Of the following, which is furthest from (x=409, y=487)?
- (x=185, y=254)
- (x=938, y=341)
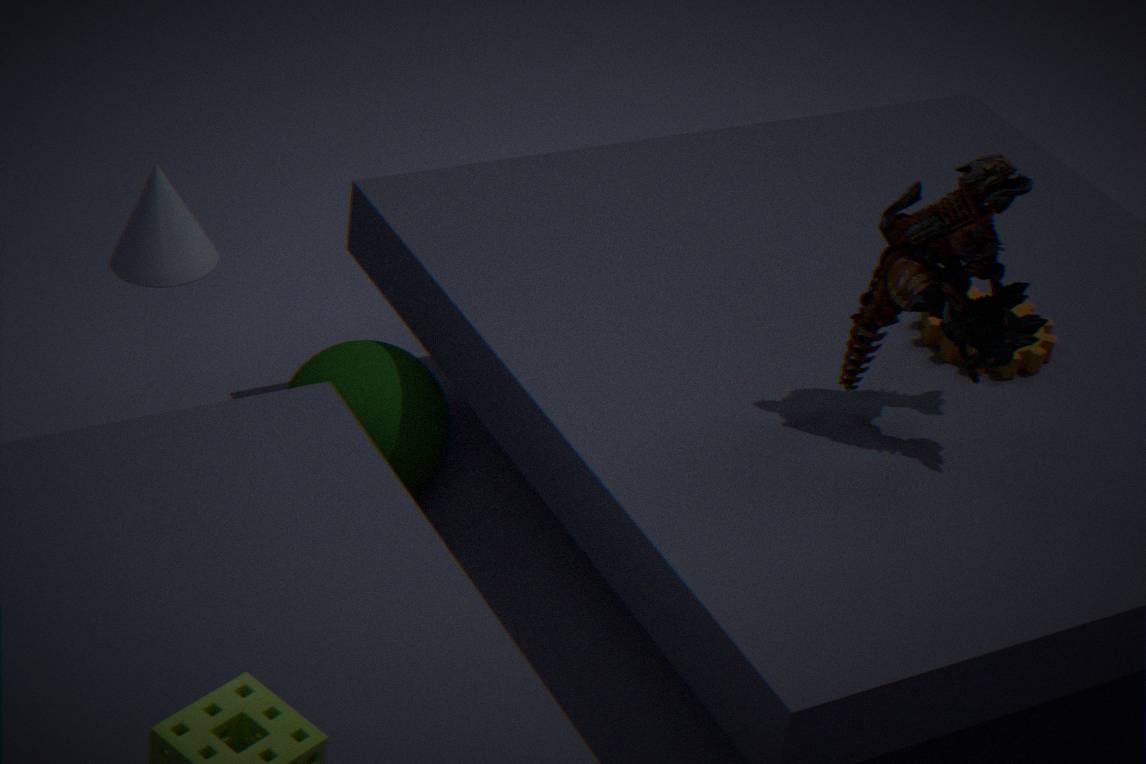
(x=938, y=341)
